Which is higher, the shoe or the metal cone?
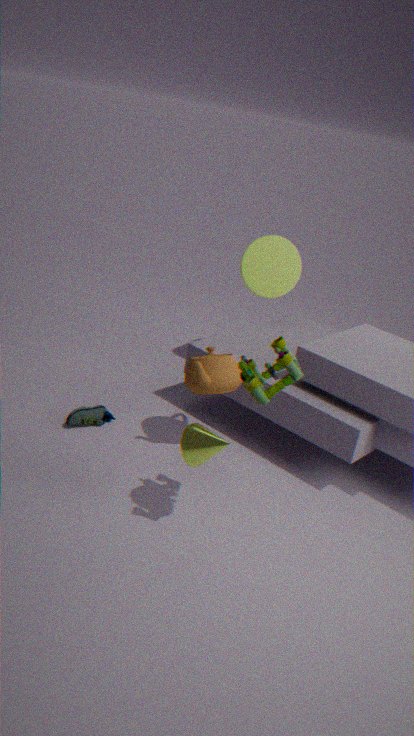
the metal cone
